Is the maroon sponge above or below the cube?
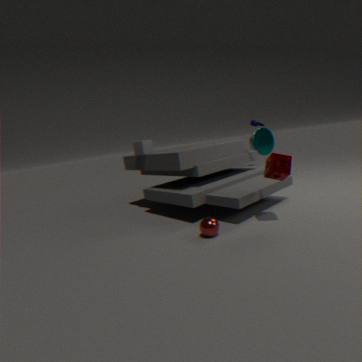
below
